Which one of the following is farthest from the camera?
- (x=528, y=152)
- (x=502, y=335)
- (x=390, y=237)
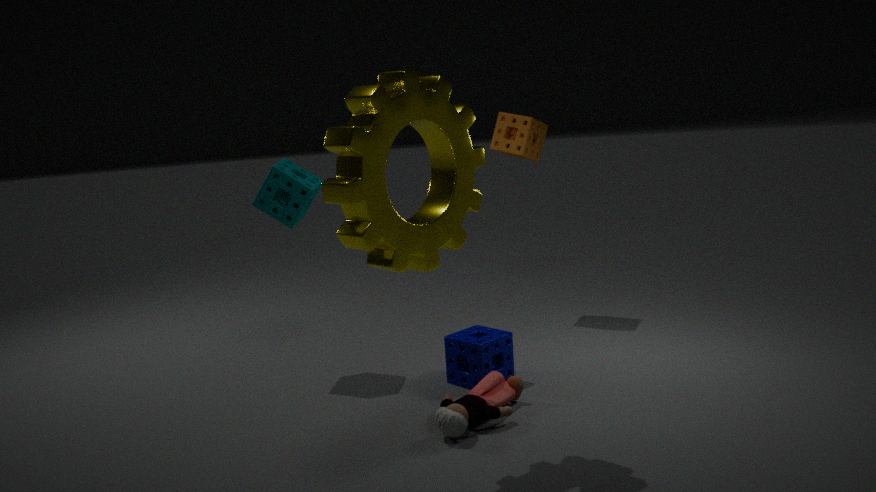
(x=528, y=152)
